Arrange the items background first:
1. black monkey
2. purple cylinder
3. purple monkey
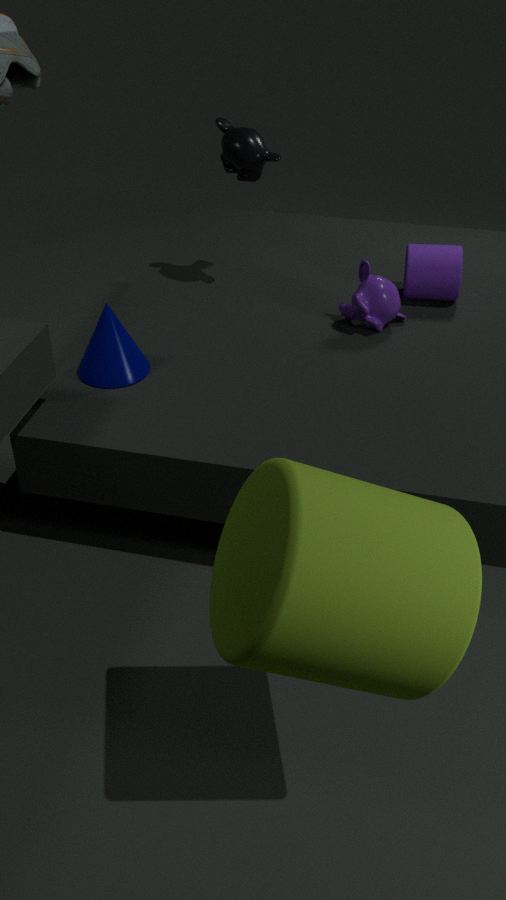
purple cylinder < black monkey < purple monkey
